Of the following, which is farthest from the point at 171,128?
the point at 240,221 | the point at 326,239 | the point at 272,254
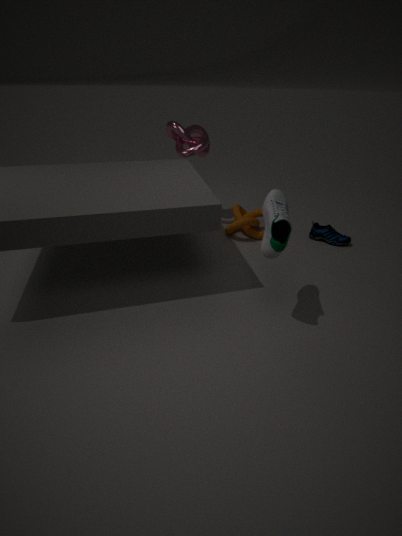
the point at 326,239
